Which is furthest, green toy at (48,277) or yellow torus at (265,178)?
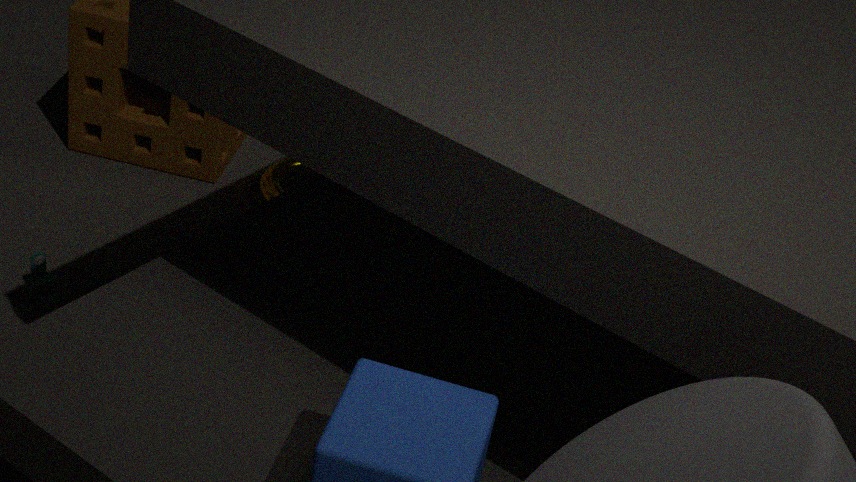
yellow torus at (265,178)
